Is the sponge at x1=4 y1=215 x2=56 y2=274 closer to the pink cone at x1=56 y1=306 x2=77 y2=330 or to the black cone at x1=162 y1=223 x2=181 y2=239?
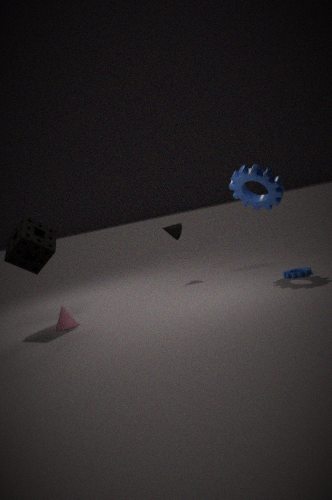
the pink cone at x1=56 y1=306 x2=77 y2=330
